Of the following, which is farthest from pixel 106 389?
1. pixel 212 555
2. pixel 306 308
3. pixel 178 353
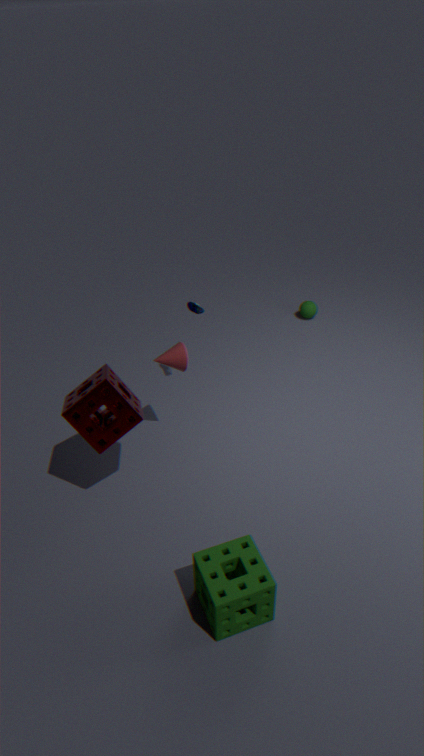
pixel 306 308
